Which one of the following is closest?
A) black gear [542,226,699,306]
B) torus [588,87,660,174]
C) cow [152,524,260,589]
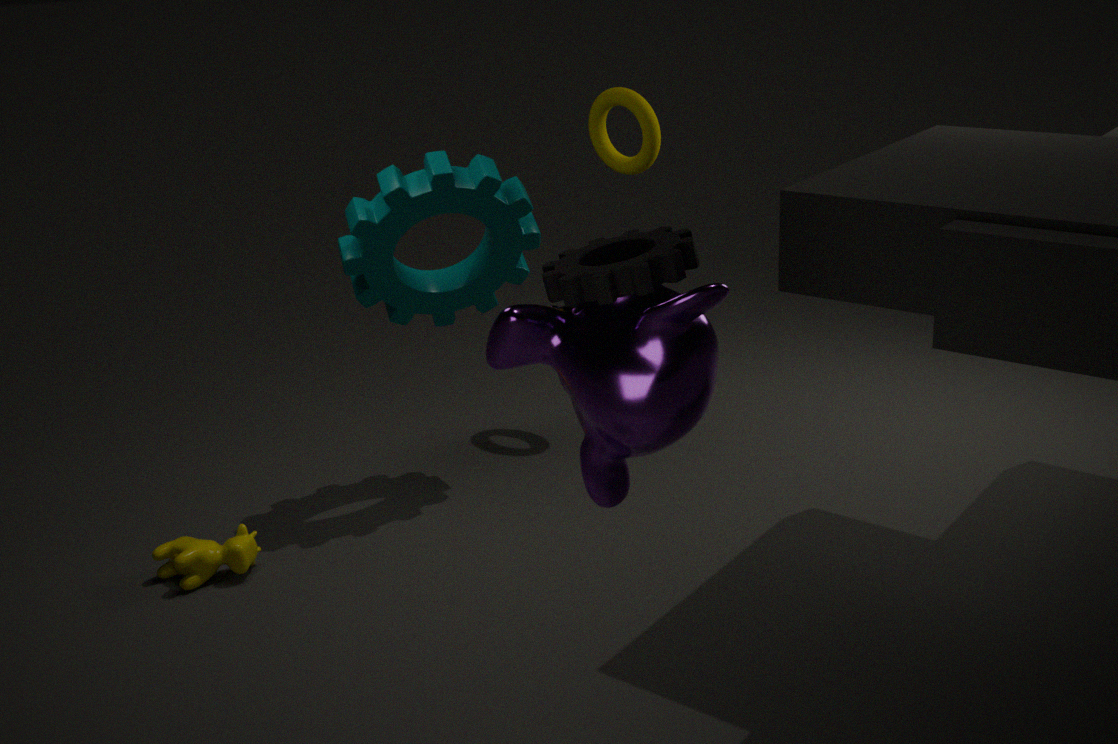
black gear [542,226,699,306]
